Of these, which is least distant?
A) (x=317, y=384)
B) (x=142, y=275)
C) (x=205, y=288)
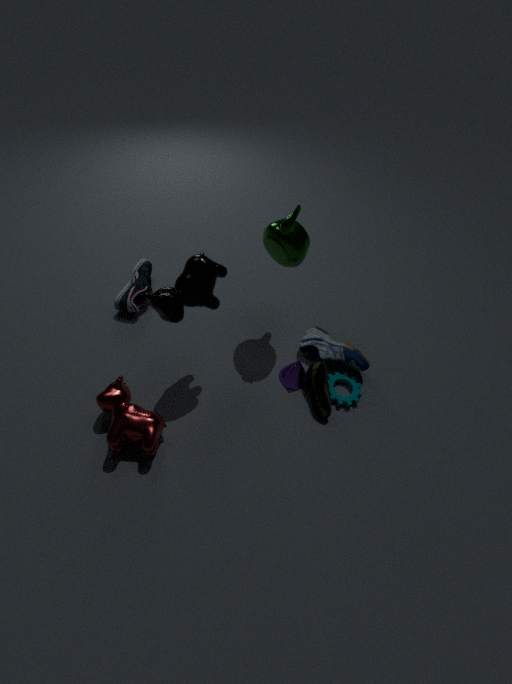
(x=205, y=288)
